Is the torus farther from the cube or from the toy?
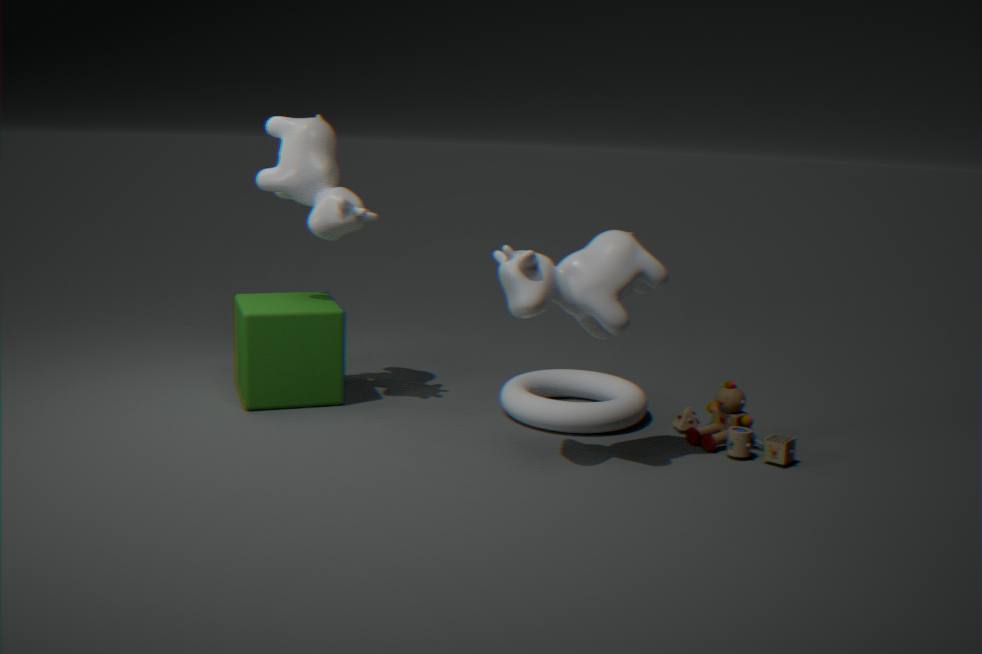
the cube
